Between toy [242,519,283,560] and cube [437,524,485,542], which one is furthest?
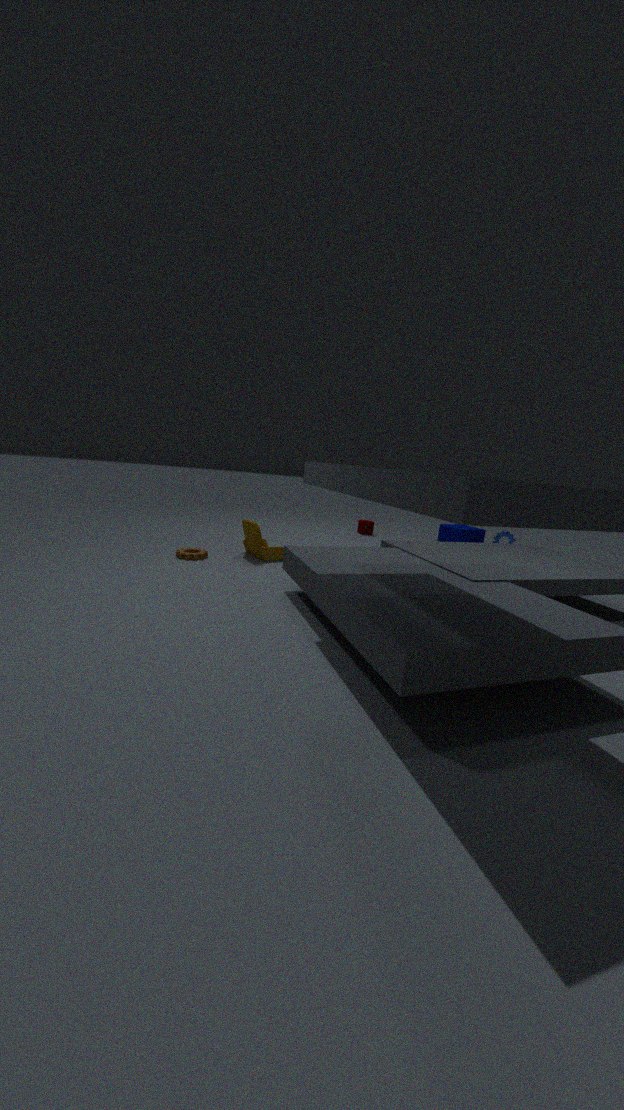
cube [437,524,485,542]
